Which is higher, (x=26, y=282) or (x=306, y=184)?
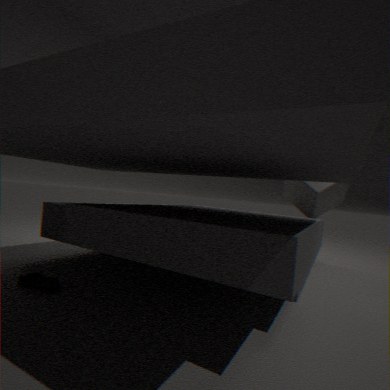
(x=306, y=184)
